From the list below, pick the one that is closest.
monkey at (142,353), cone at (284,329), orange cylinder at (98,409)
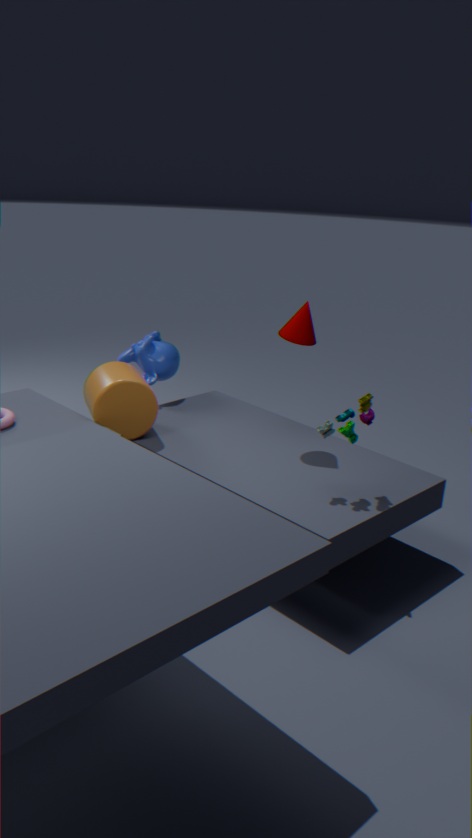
orange cylinder at (98,409)
